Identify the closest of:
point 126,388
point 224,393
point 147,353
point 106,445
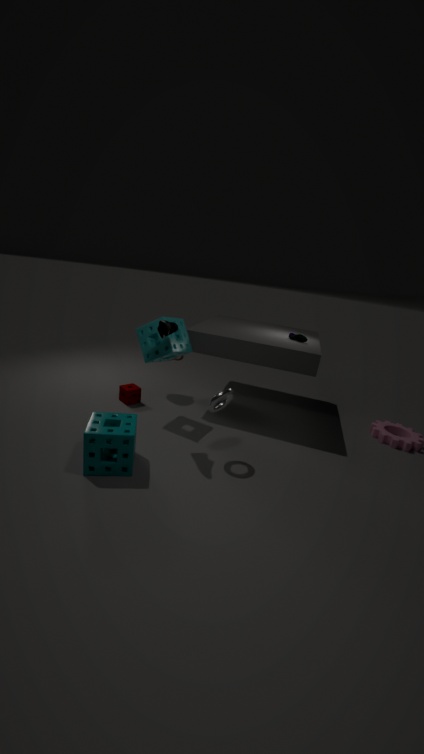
point 106,445
